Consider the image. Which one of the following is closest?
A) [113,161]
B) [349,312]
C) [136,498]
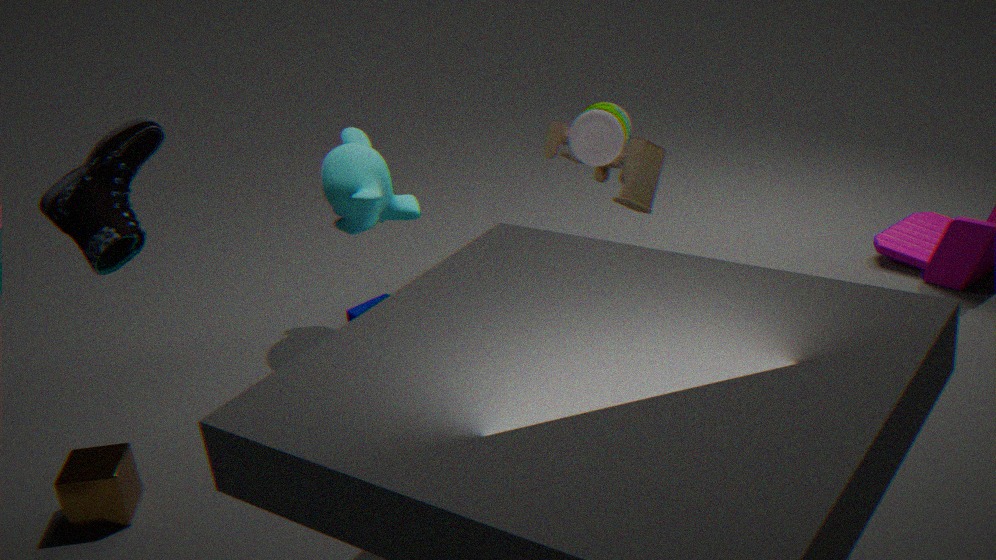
[113,161]
